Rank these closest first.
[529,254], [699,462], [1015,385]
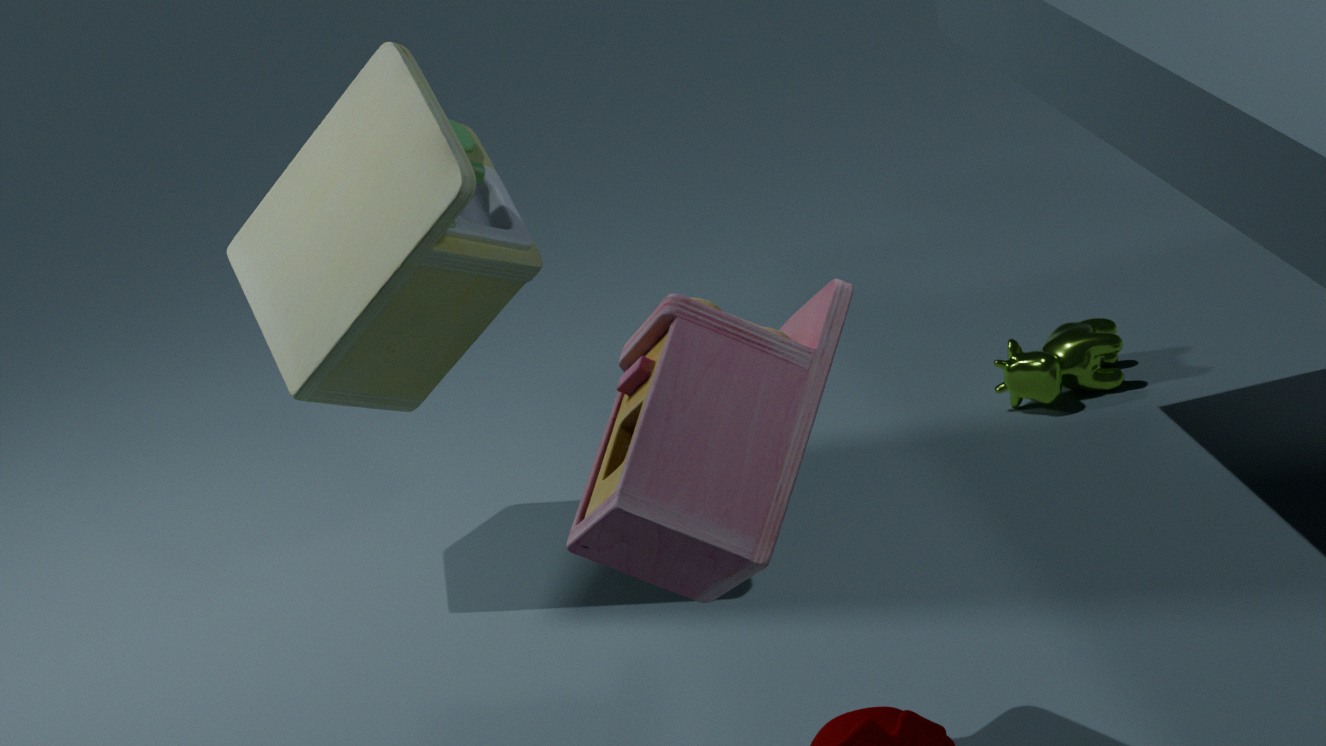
[699,462] → [529,254] → [1015,385]
